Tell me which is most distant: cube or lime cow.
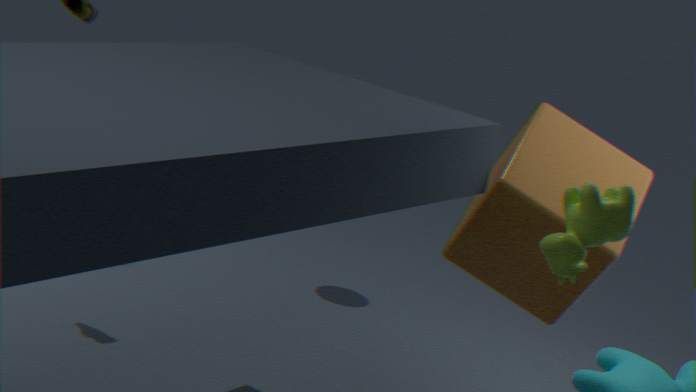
cube
